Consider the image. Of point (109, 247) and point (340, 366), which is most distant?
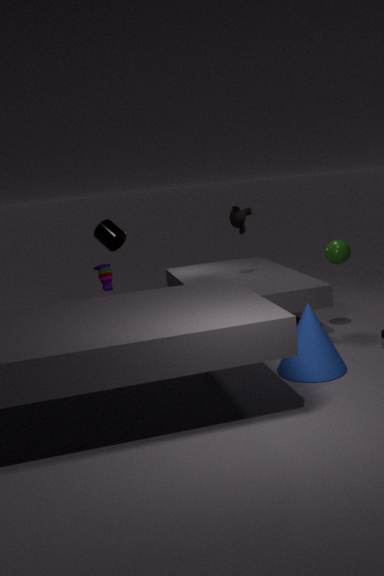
point (109, 247)
